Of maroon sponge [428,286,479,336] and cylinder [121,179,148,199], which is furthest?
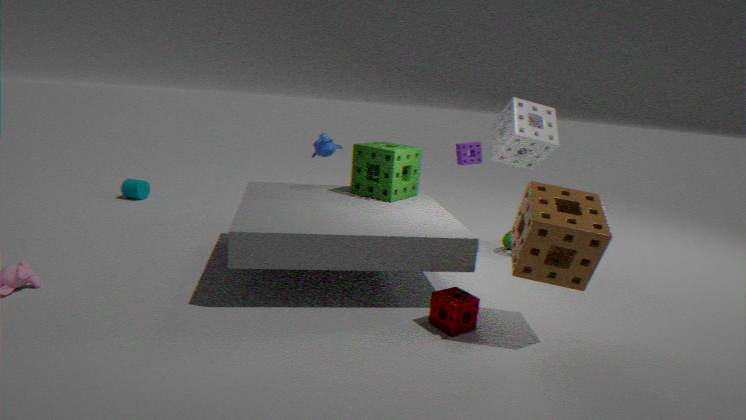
A: cylinder [121,179,148,199]
